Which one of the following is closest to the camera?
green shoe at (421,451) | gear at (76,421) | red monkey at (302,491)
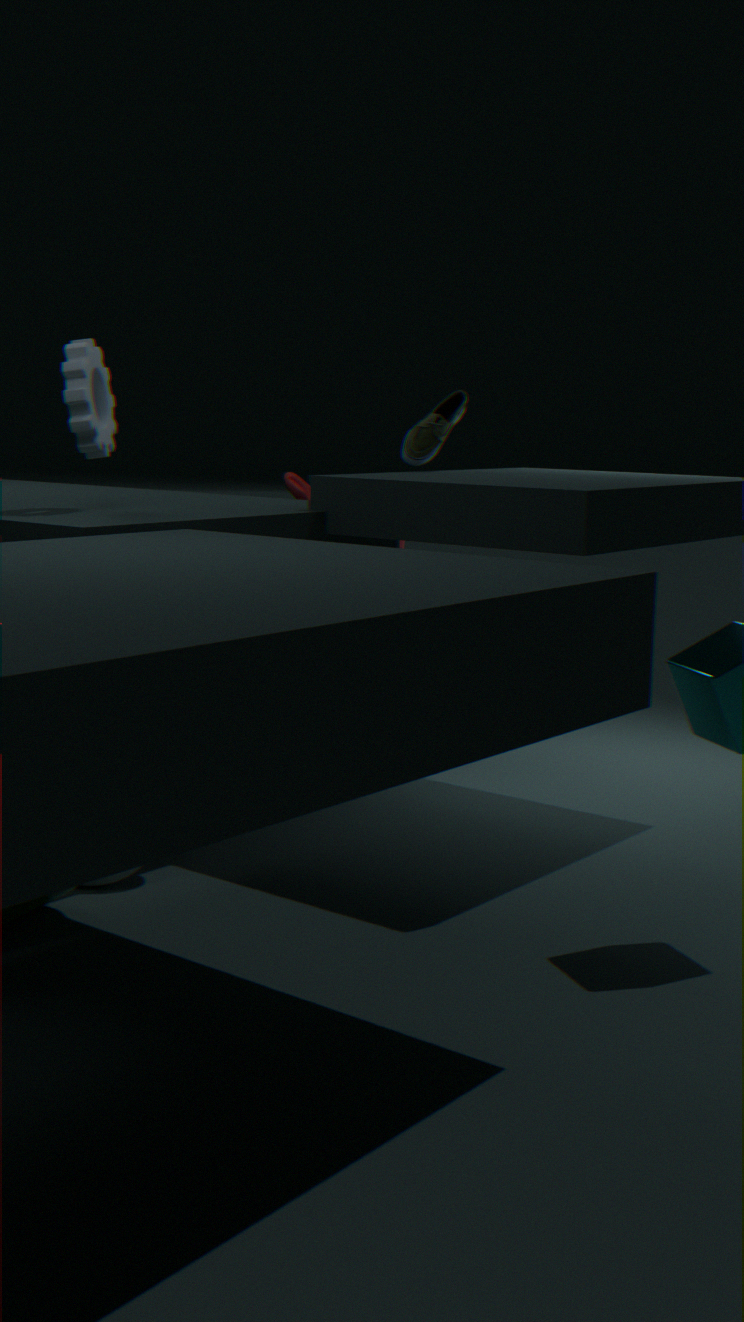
gear at (76,421)
